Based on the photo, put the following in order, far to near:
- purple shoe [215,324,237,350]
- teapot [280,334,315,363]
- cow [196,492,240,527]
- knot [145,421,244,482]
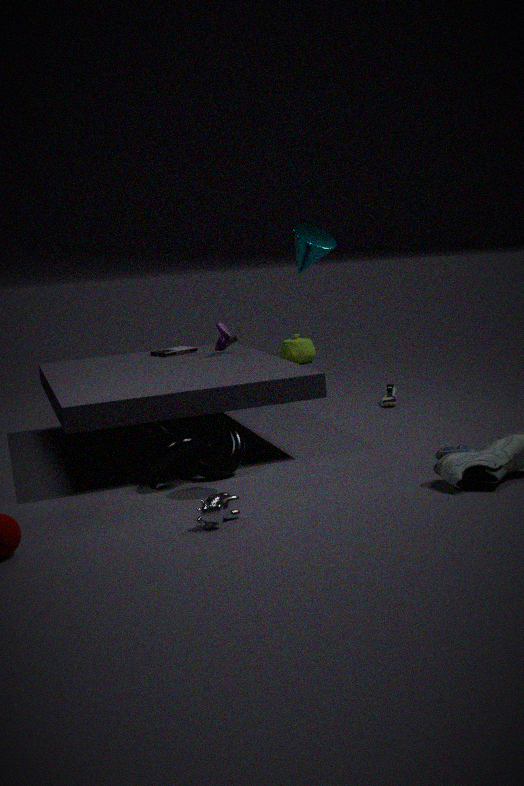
teapot [280,334,315,363]
purple shoe [215,324,237,350]
knot [145,421,244,482]
cow [196,492,240,527]
